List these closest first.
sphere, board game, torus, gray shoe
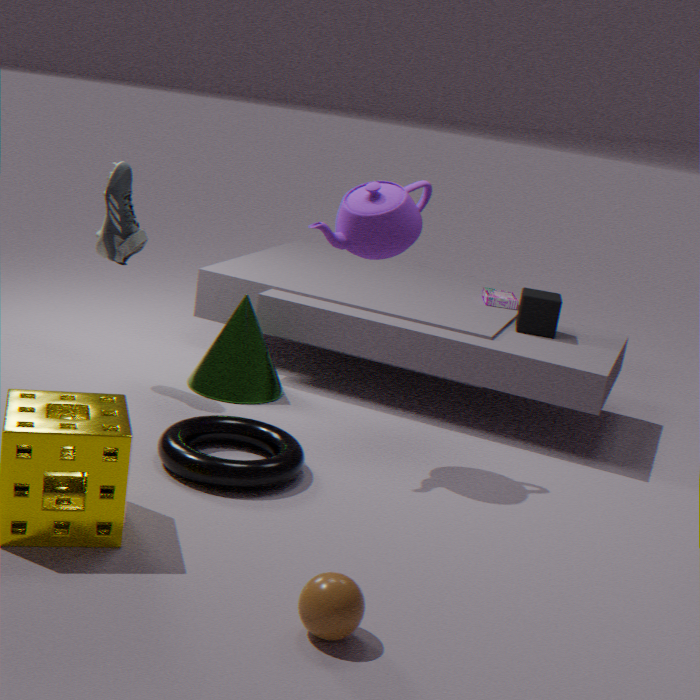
sphere, torus, gray shoe, board game
